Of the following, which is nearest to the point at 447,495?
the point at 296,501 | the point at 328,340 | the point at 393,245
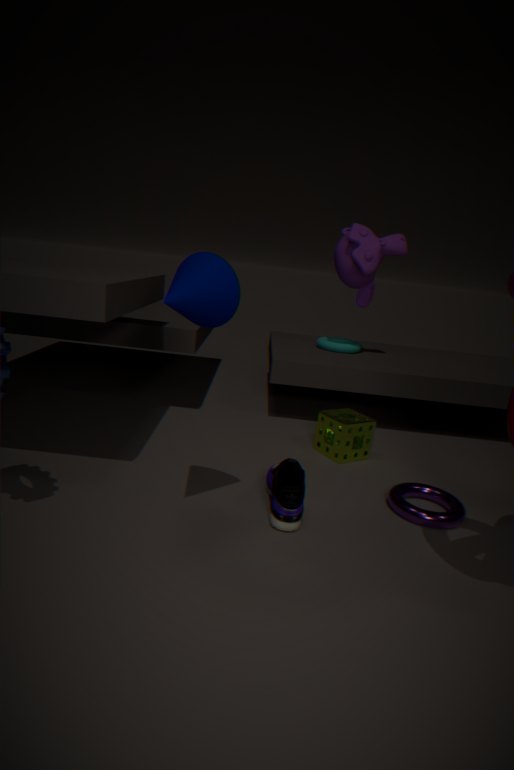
the point at 296,501
